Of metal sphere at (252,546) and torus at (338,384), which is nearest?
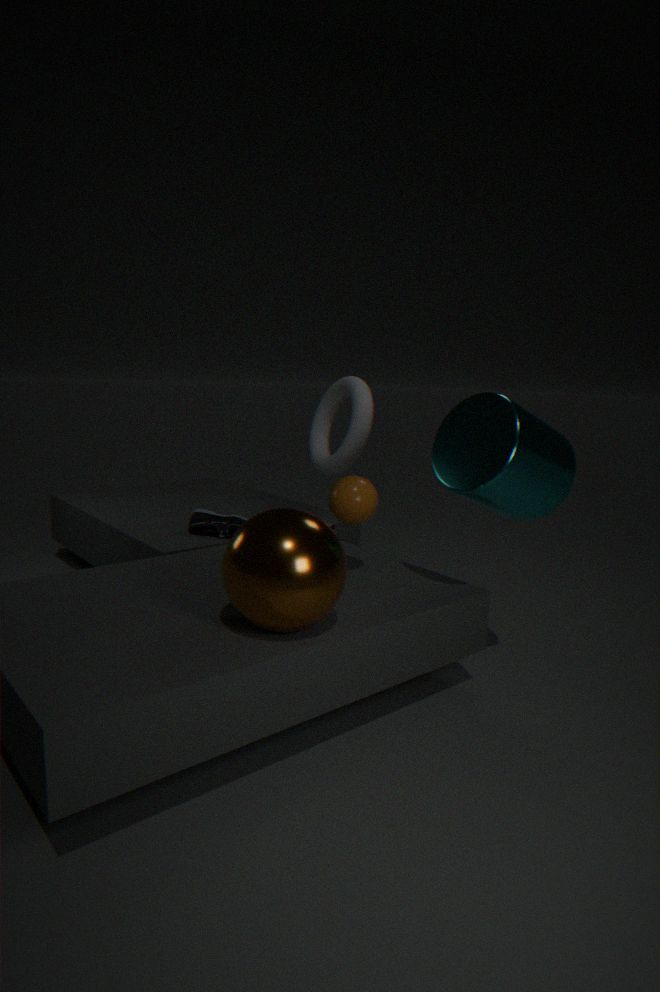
metal sphere at (252,546)
